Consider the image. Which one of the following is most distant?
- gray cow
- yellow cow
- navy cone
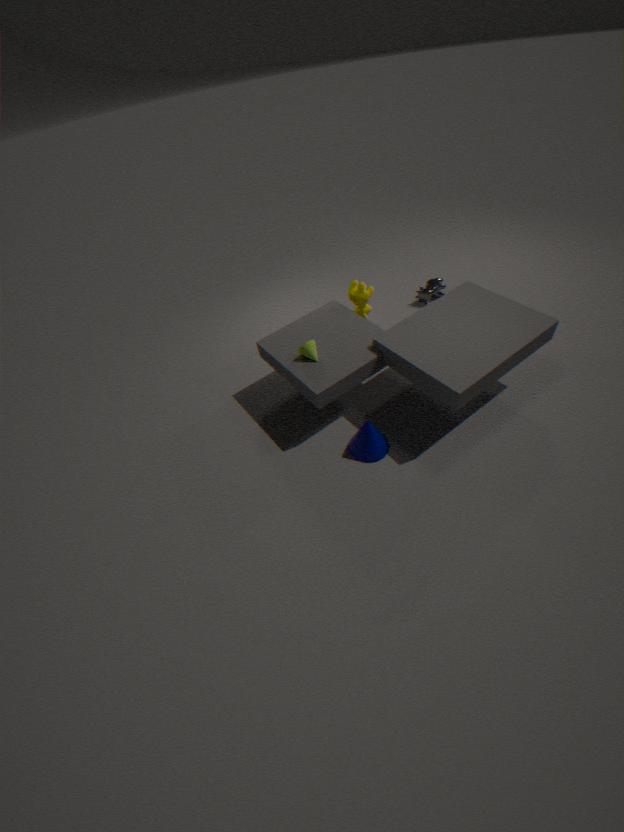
gray cow
